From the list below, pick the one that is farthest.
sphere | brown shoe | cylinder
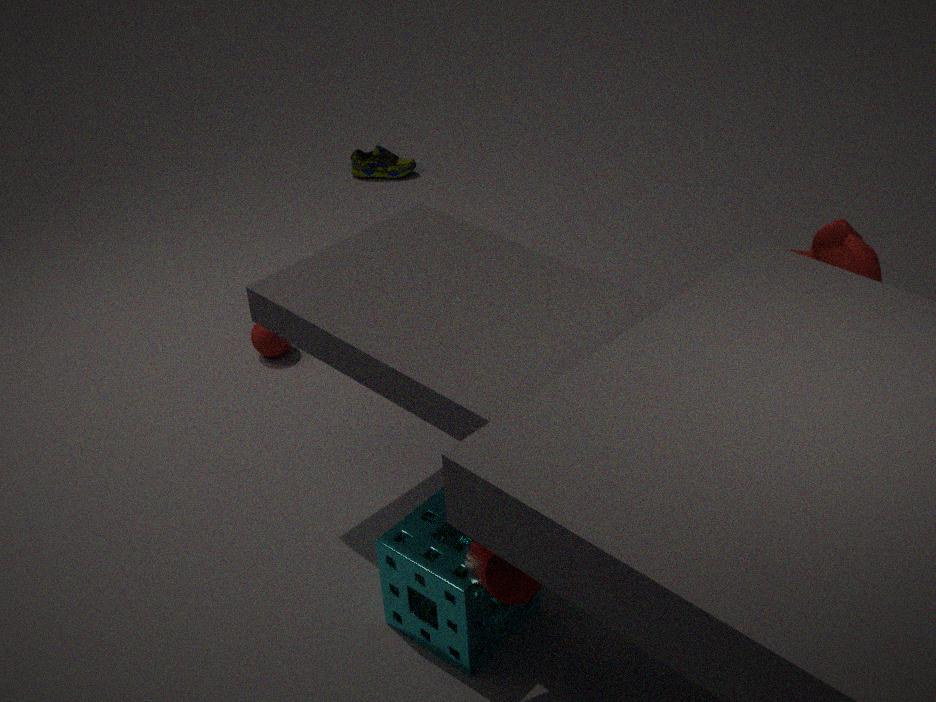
brown shoe
